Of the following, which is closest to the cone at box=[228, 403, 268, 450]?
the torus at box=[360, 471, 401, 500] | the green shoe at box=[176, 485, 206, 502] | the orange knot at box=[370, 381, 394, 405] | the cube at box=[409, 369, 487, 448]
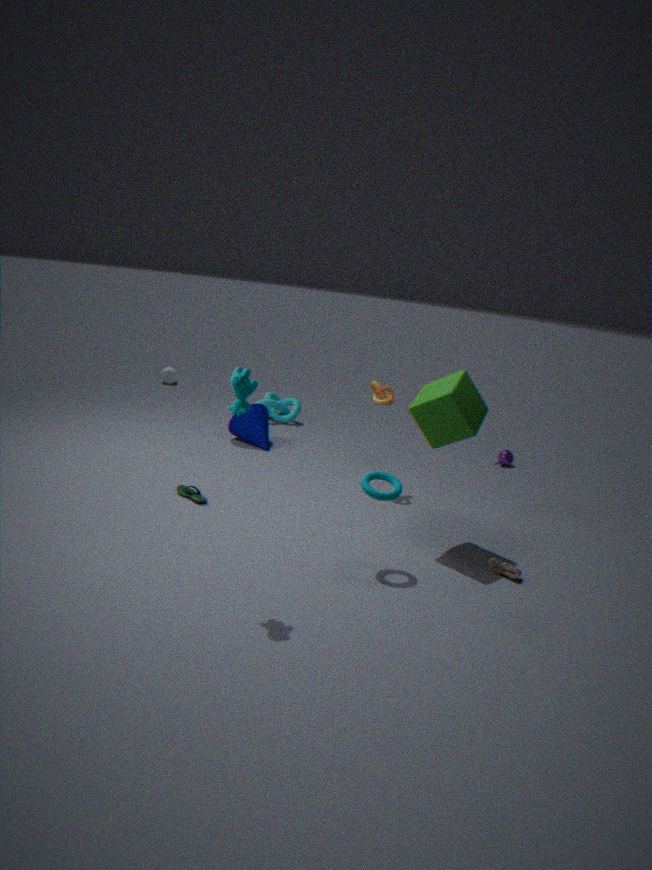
the orange knot at box=[370, 381, 394, 405]
